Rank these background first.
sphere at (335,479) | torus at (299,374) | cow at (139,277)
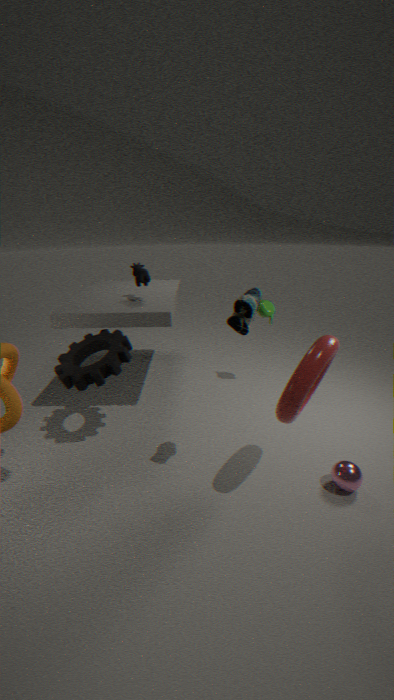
cow at (139,277)
sphere at (335,479)
torus at (299,374)
